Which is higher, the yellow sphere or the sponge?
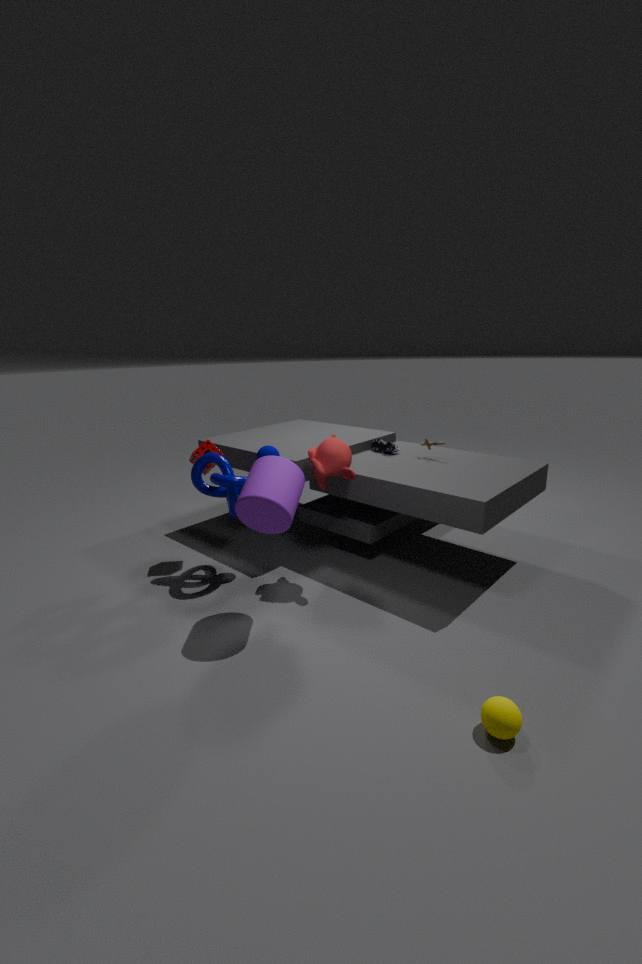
the sponge
